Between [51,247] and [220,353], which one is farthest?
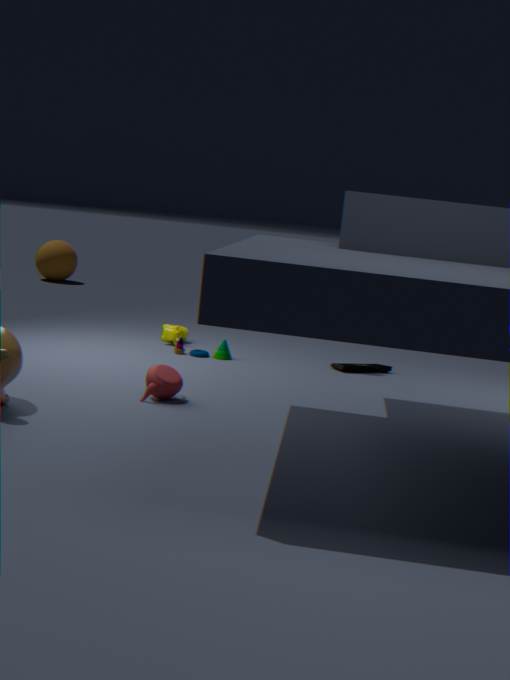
[51,247]
